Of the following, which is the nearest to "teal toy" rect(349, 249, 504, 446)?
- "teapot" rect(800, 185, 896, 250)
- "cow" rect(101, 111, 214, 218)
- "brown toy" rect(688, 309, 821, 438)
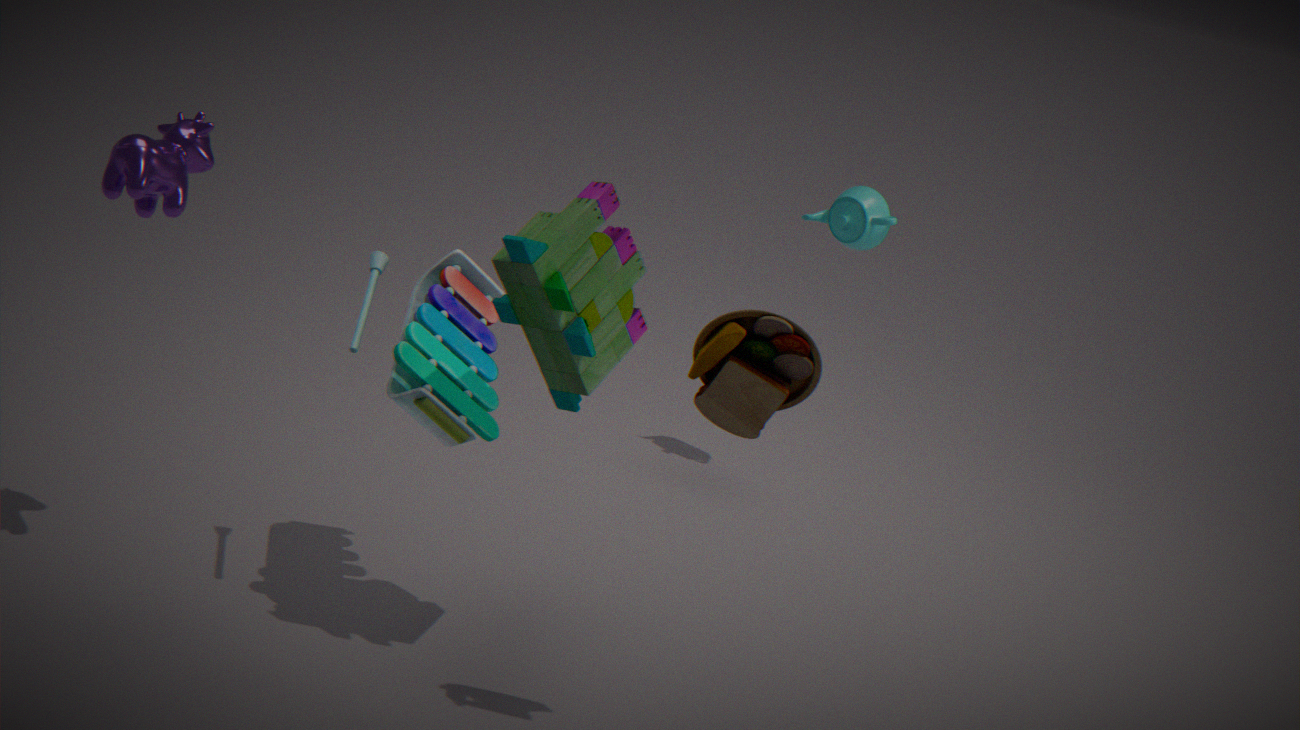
"cow" rect(101, 111, 214, 218)
